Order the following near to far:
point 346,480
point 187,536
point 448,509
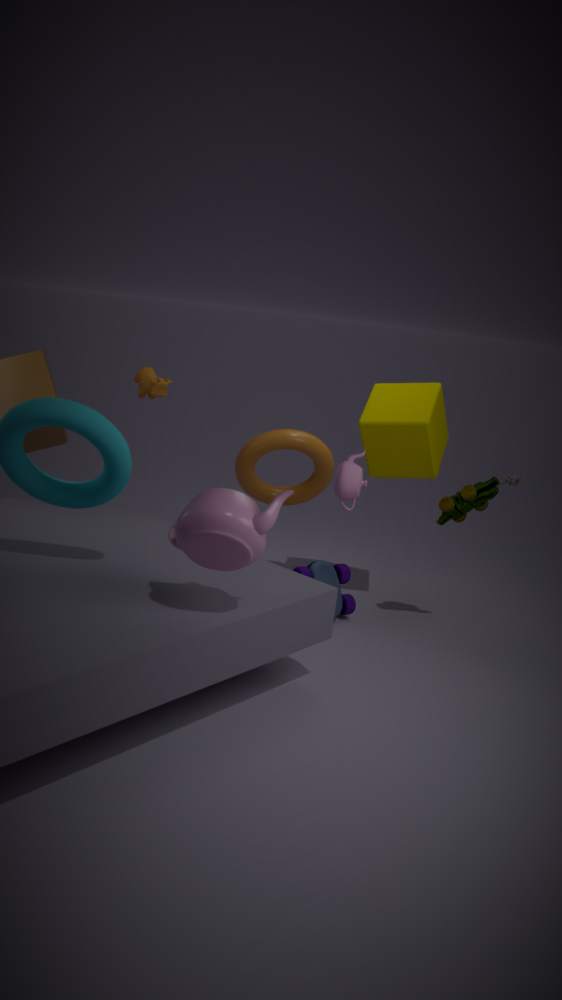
point 187,536, point 346,480, point 448,509
